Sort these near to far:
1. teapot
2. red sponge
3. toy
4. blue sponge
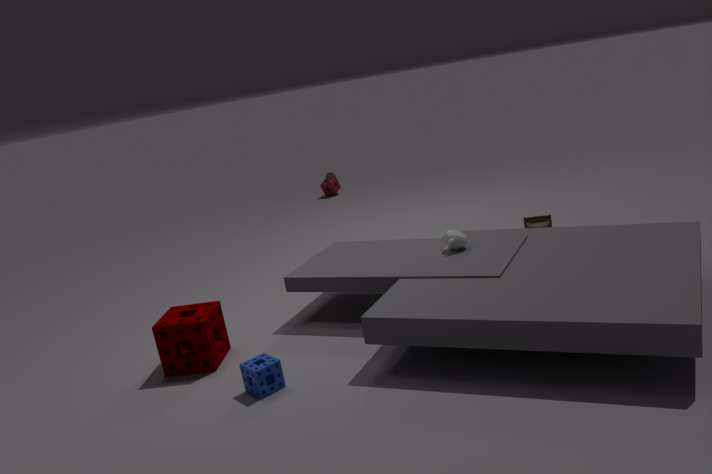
blue sponge, teapot, toy, red sponge
